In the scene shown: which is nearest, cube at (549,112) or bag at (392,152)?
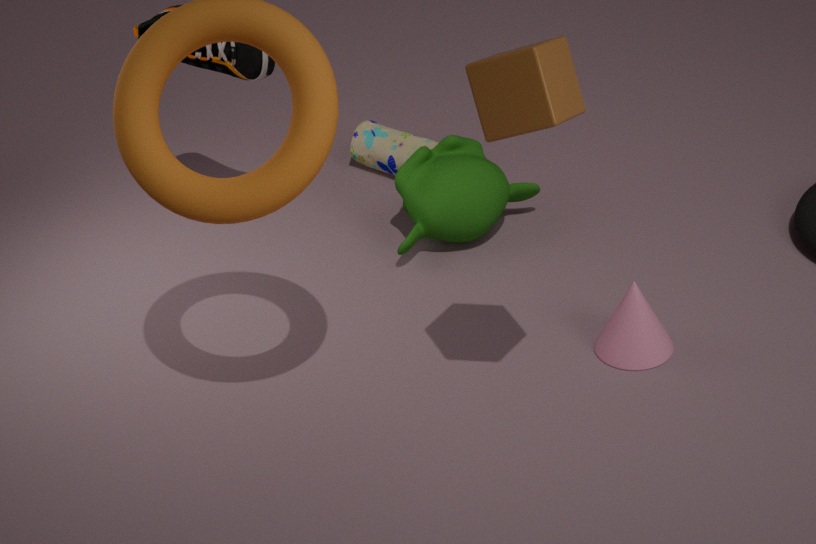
cube at (549,112)
